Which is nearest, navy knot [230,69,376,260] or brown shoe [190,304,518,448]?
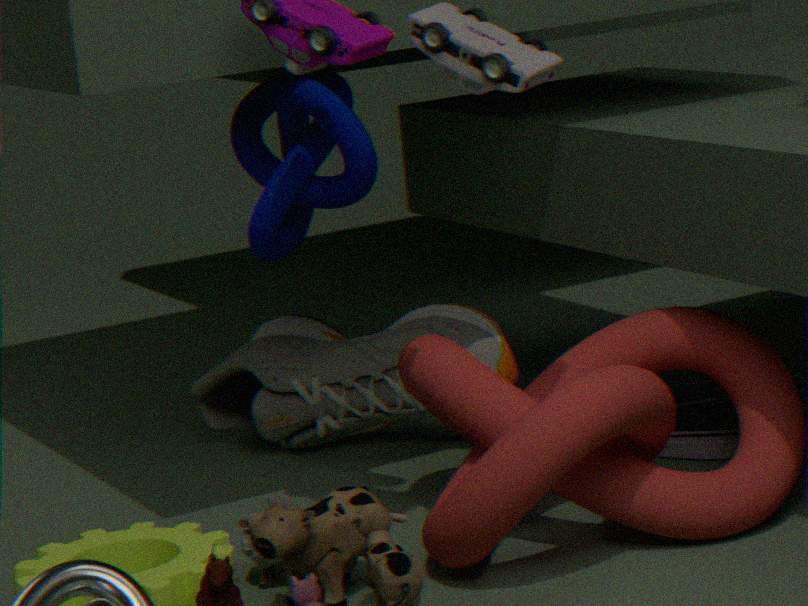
navy knot [230,69,376,260]
